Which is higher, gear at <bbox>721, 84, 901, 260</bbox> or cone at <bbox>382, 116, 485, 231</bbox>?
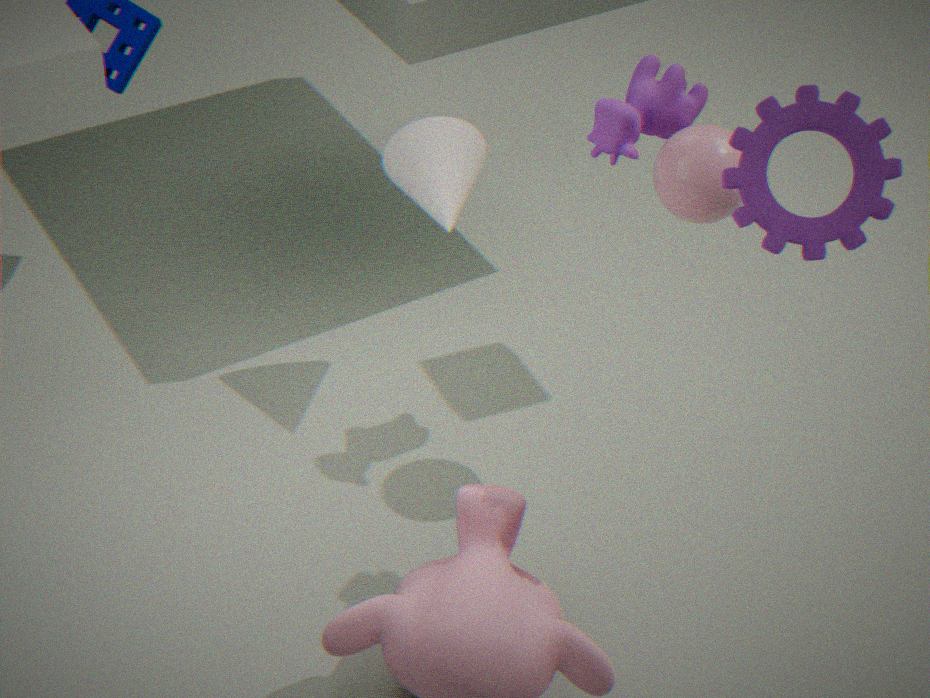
gear at <bbox>721, 84, 901, 260</bbox>
